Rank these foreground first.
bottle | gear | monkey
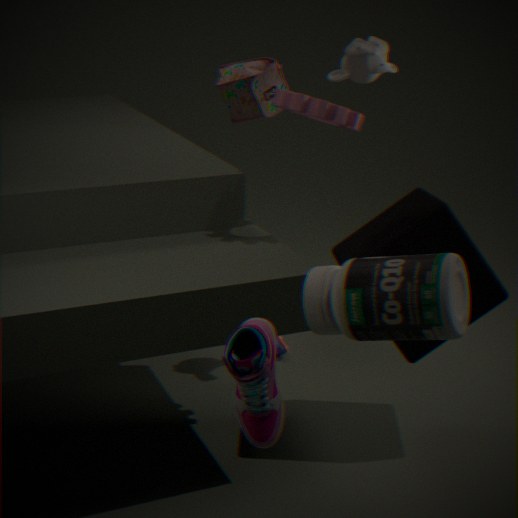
bottle
gear
monkey
